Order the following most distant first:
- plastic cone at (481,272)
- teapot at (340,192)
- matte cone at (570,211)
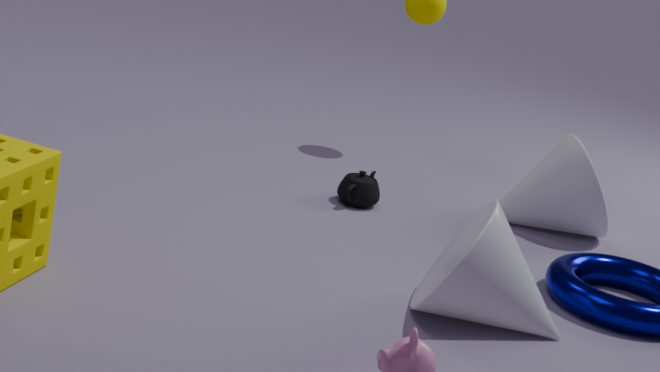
matte cone at (570,211) → teapot at (340,192) → plastic cone at (481,272)
